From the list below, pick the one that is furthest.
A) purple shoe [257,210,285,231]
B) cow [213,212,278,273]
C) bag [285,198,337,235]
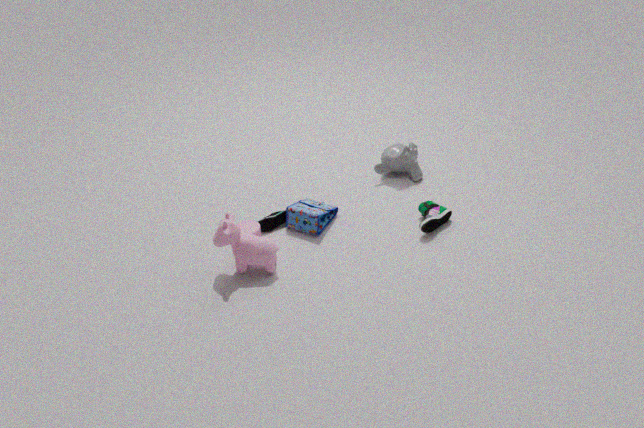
purple shoe [257,210,285,231]
